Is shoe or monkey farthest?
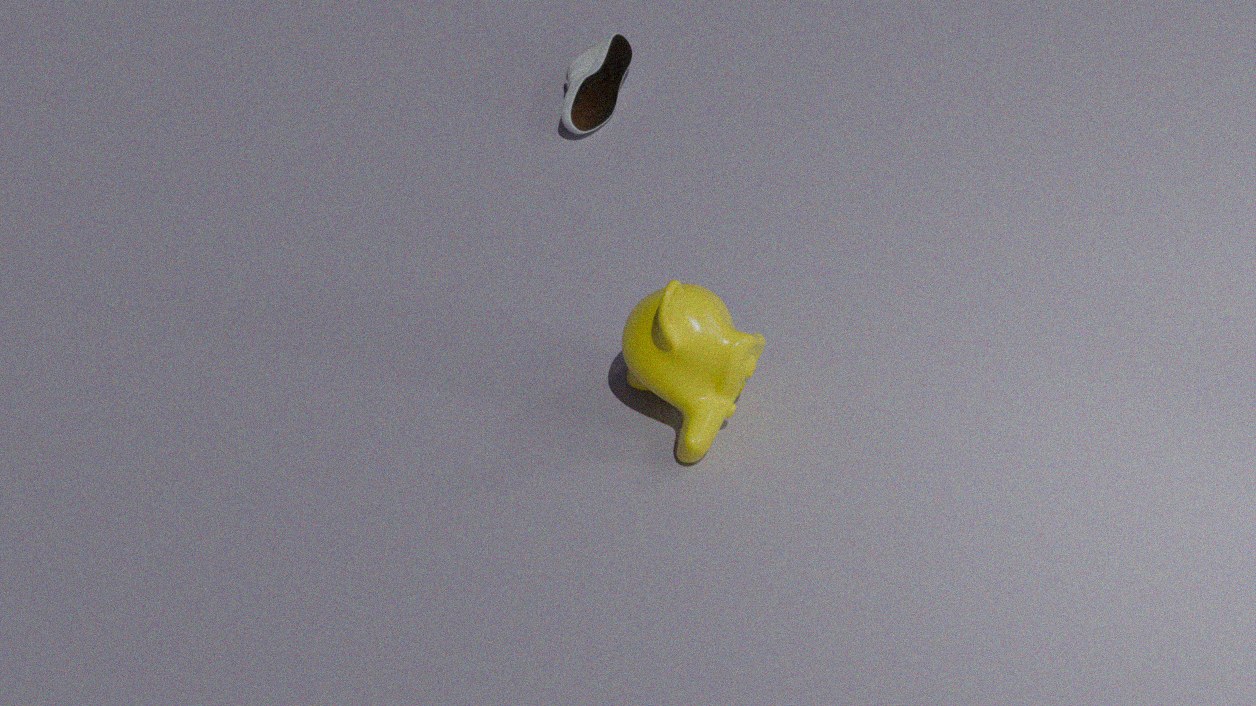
shoe
